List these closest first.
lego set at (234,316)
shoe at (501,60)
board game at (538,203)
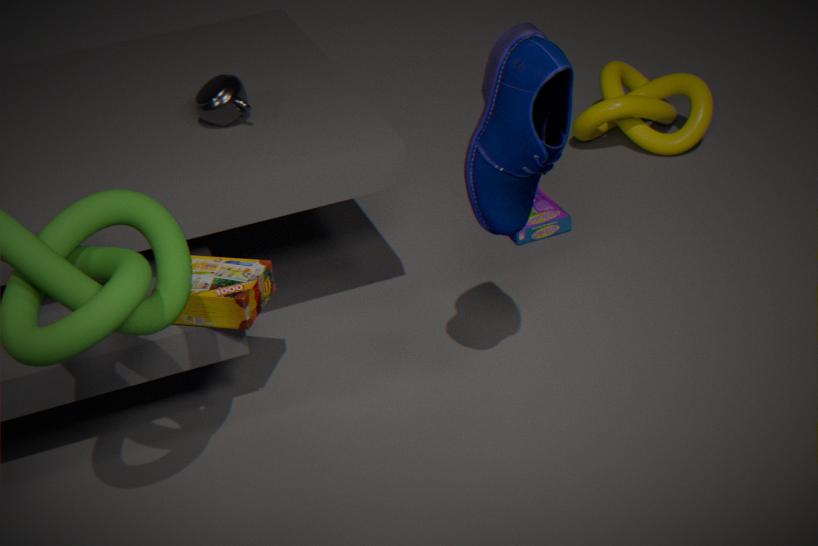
shoe at (501,60) < lego set at (234,316) < board game at (538,203)
